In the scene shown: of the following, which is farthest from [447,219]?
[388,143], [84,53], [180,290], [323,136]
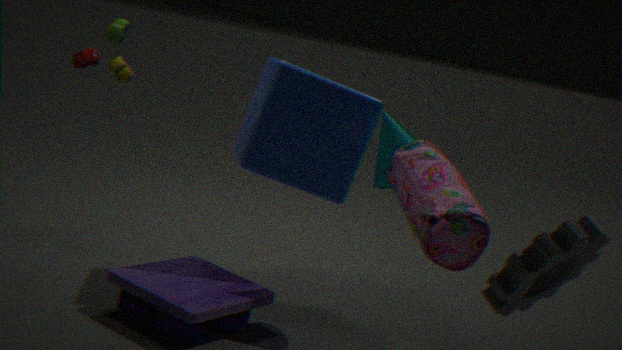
[84,53]
